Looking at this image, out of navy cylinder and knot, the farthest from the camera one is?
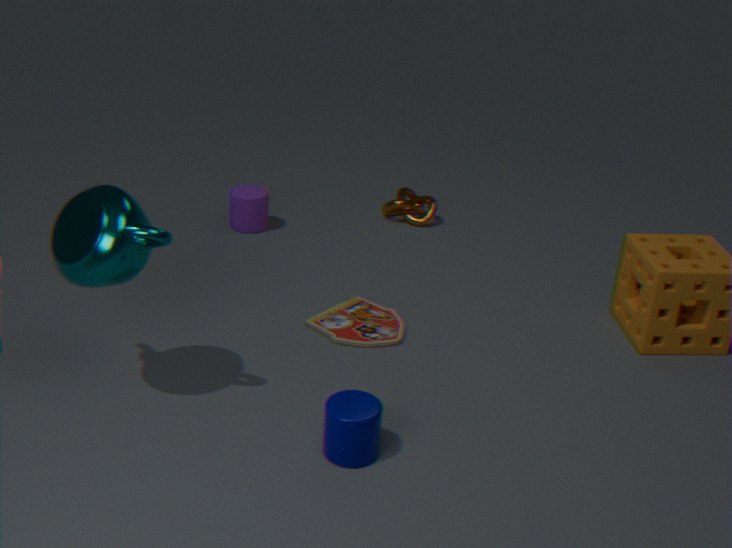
knot
